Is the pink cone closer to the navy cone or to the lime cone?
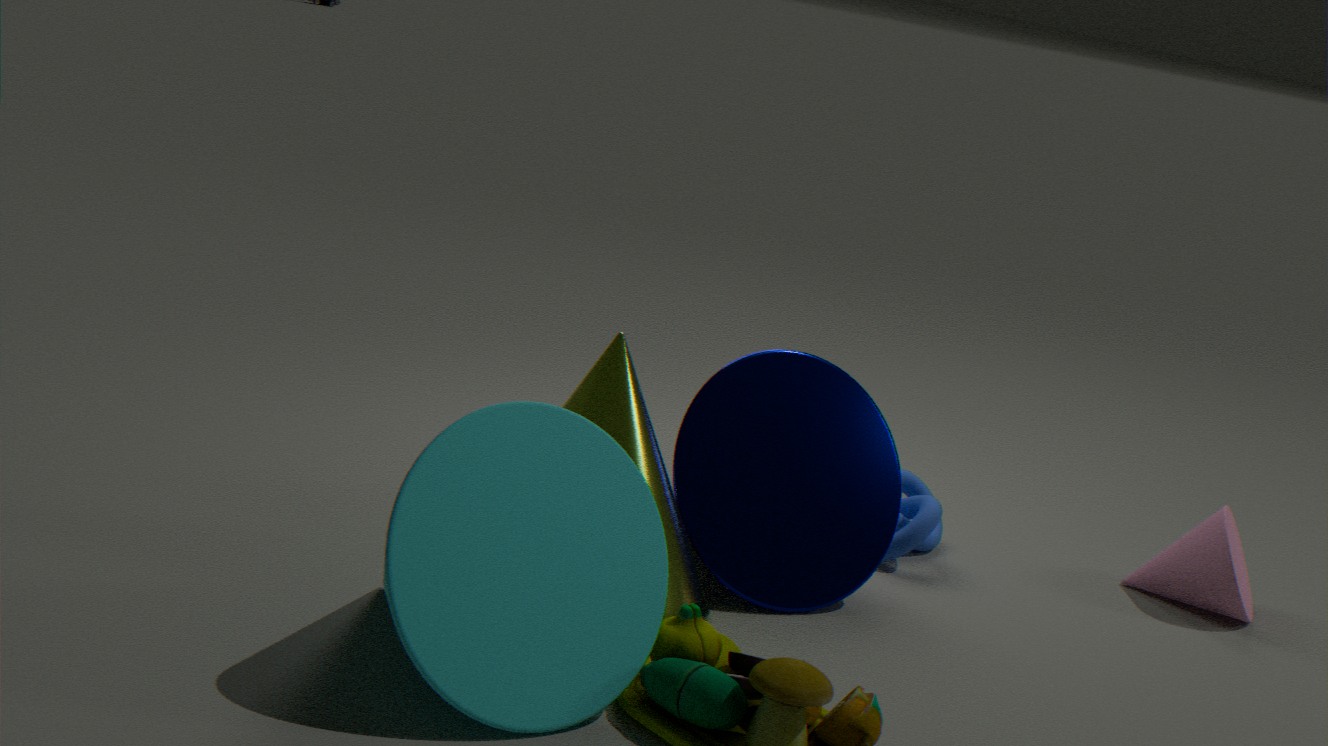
the navy cone
